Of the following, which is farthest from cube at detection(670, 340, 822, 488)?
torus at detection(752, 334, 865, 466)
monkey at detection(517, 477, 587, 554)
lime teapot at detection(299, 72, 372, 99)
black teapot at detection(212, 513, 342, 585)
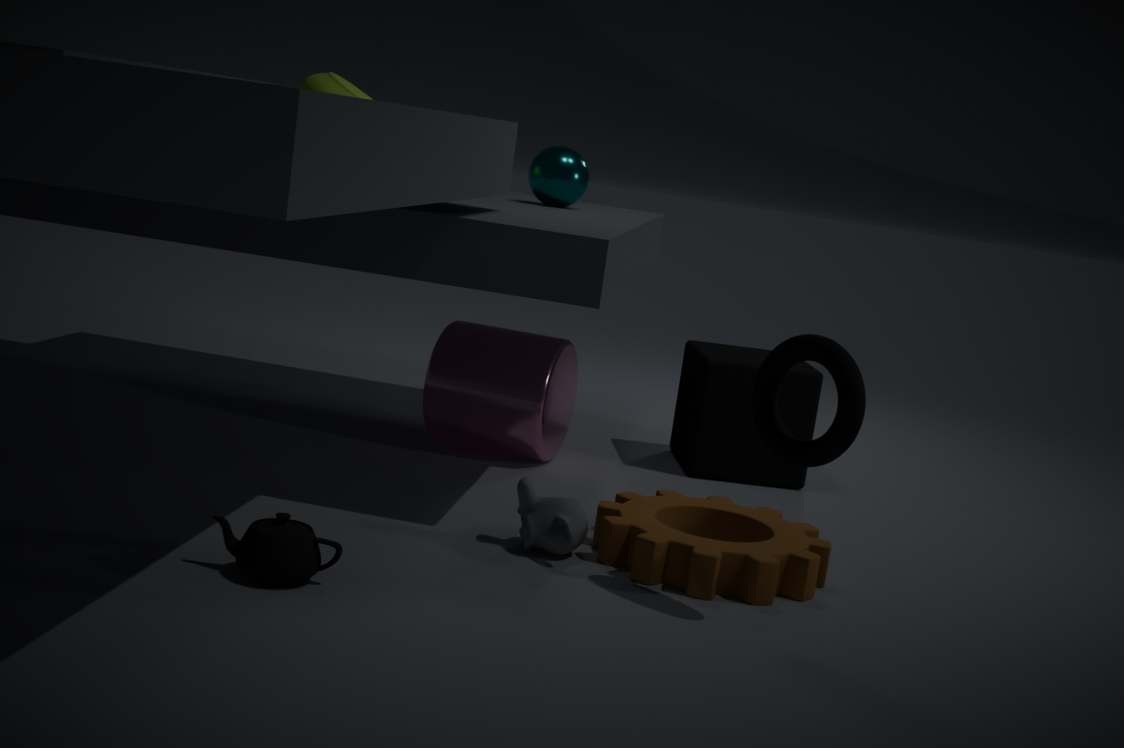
black teapot at detection(212, 513, 342, 585)
